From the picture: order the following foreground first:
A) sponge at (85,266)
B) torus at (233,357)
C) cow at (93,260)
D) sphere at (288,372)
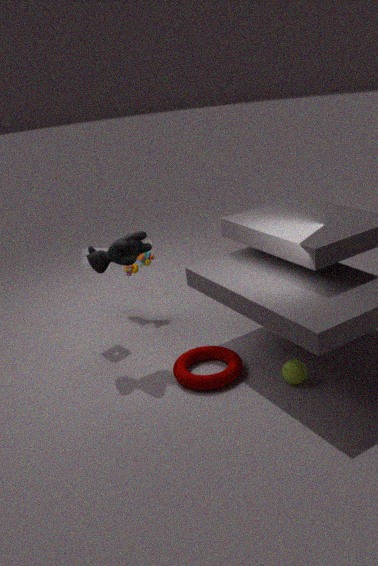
1. sphere at (288,372)
2. torus at (233,357)
3. cow at (93,260)
4. sponge at (85,266)
